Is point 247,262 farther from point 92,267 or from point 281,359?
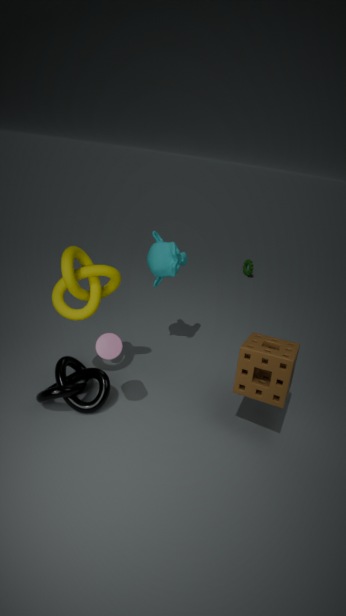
point 92,267
